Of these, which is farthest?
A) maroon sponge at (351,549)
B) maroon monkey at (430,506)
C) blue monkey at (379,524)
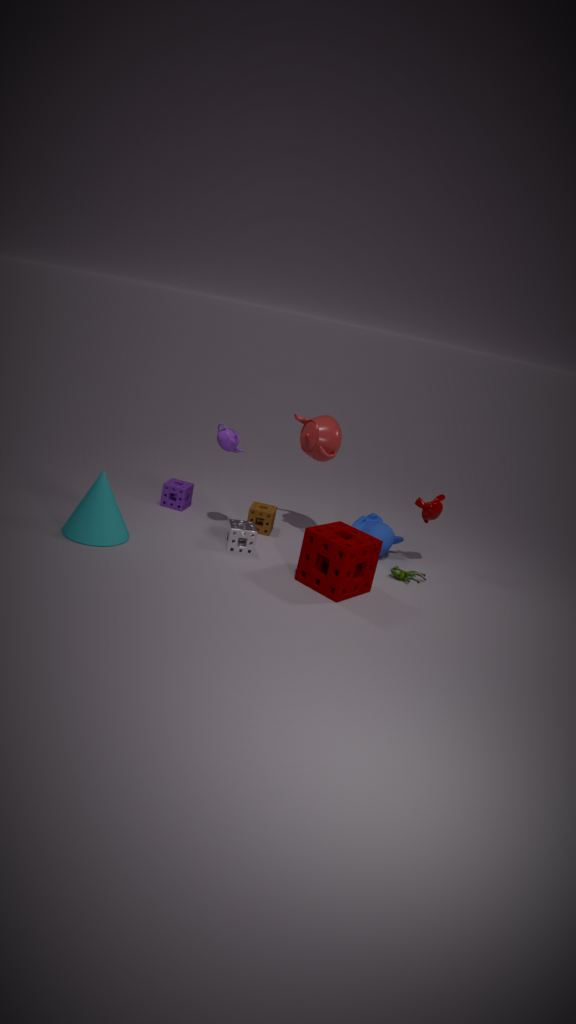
blue monkey at (379,524)
